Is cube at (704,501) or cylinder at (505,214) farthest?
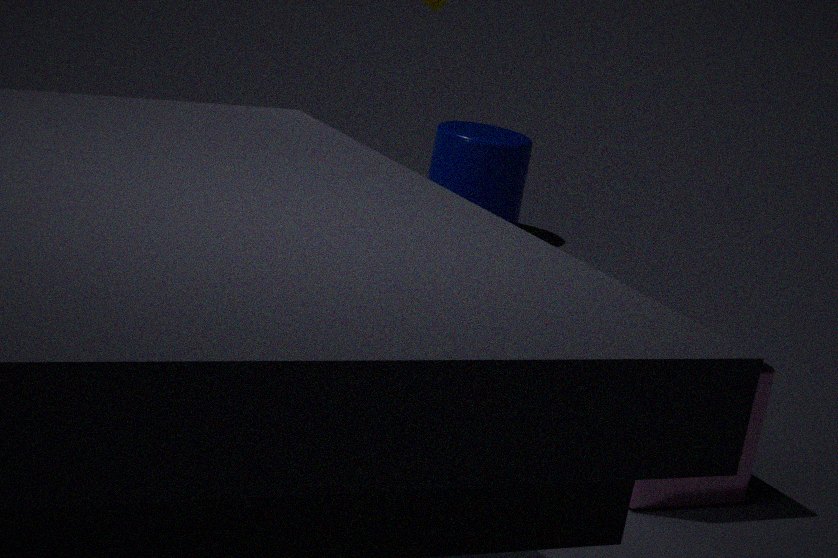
cylinder at (505,214)
